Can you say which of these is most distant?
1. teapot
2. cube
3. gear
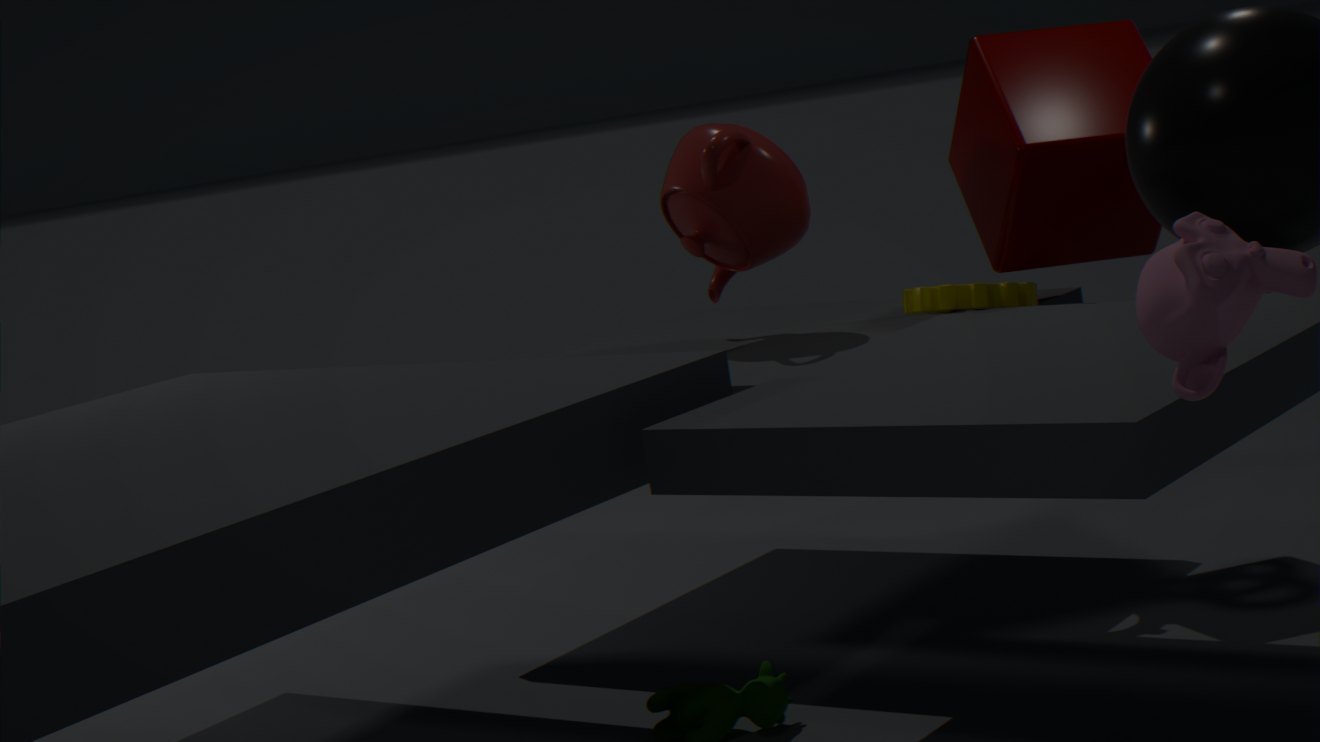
teapot
